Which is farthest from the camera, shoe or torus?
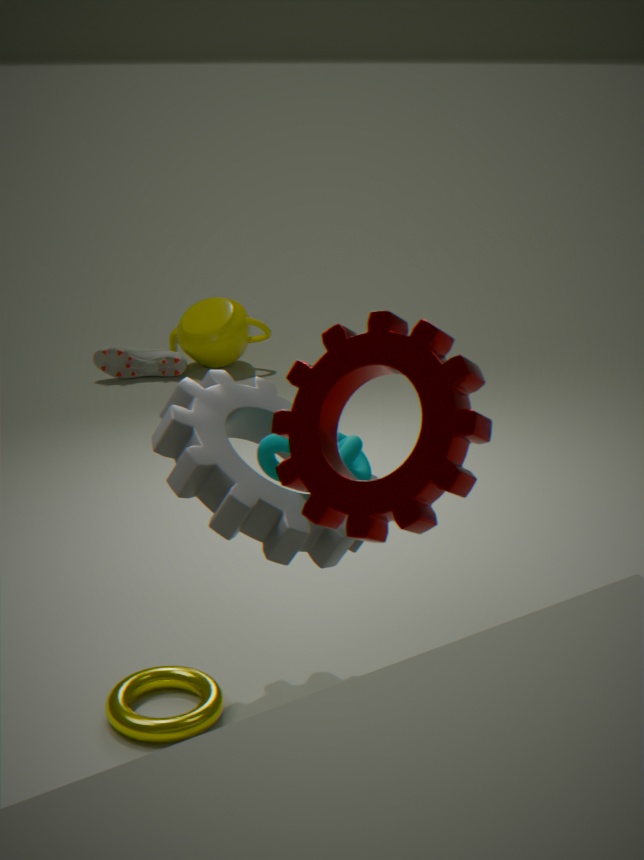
shoe
